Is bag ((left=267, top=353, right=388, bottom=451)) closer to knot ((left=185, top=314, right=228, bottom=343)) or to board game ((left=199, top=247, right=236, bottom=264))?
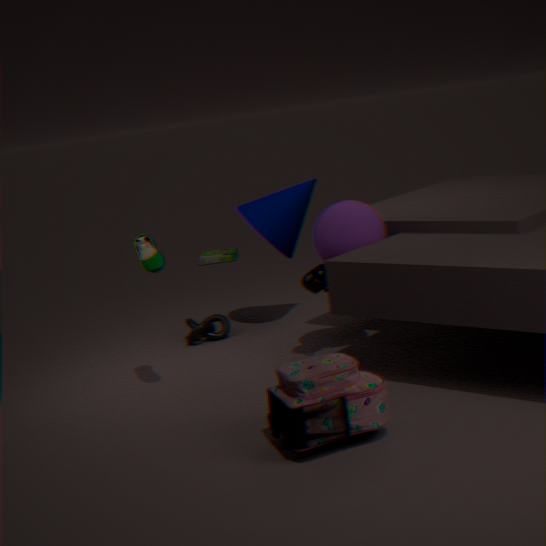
knot ((left=185, top=314, right=228, bottom=343))
